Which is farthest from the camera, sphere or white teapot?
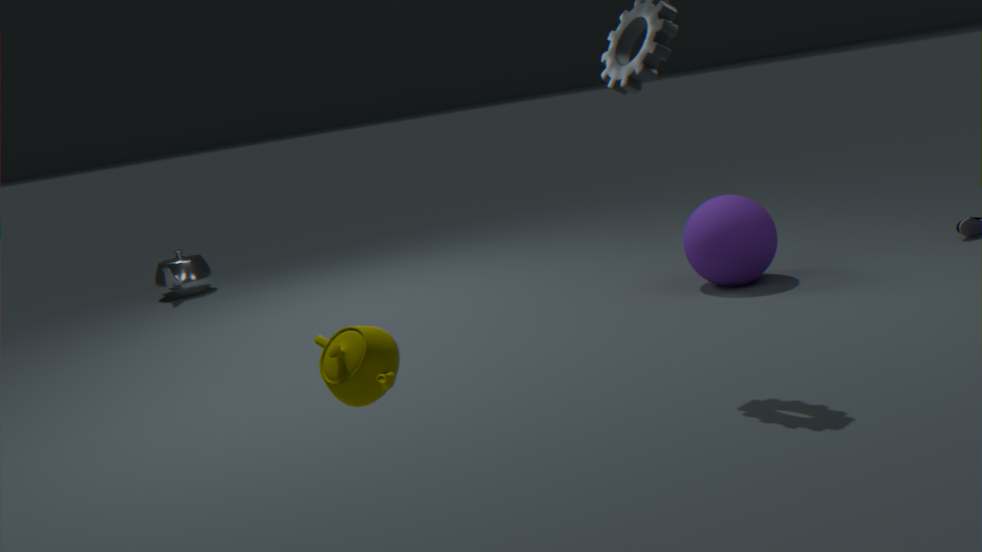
white teapot
